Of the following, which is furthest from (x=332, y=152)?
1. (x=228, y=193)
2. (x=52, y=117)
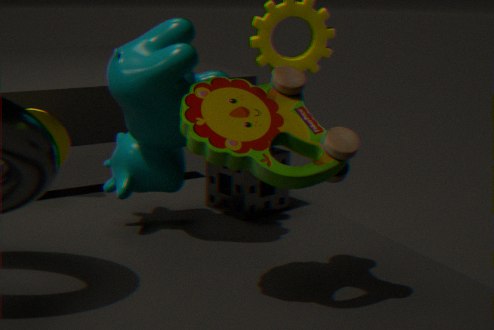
(x=52, y=117)
